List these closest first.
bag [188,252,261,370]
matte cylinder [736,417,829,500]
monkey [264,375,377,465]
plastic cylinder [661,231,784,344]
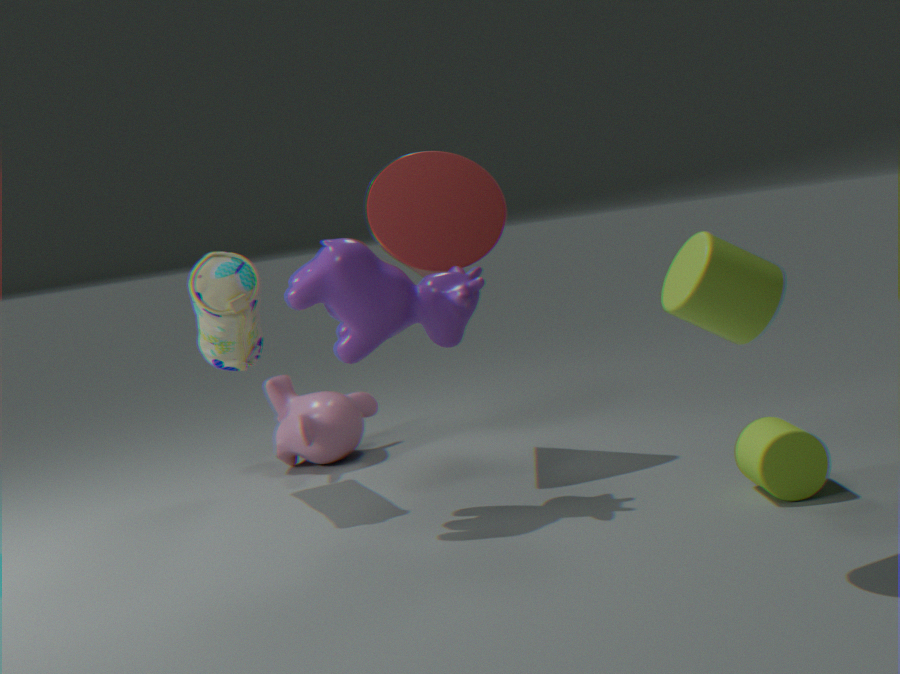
plastic cylinder [661,231,784,344] < matte cylinder [736,417,829,500] < bag [188,252,261,370] < monkey [264,375,377,465]
